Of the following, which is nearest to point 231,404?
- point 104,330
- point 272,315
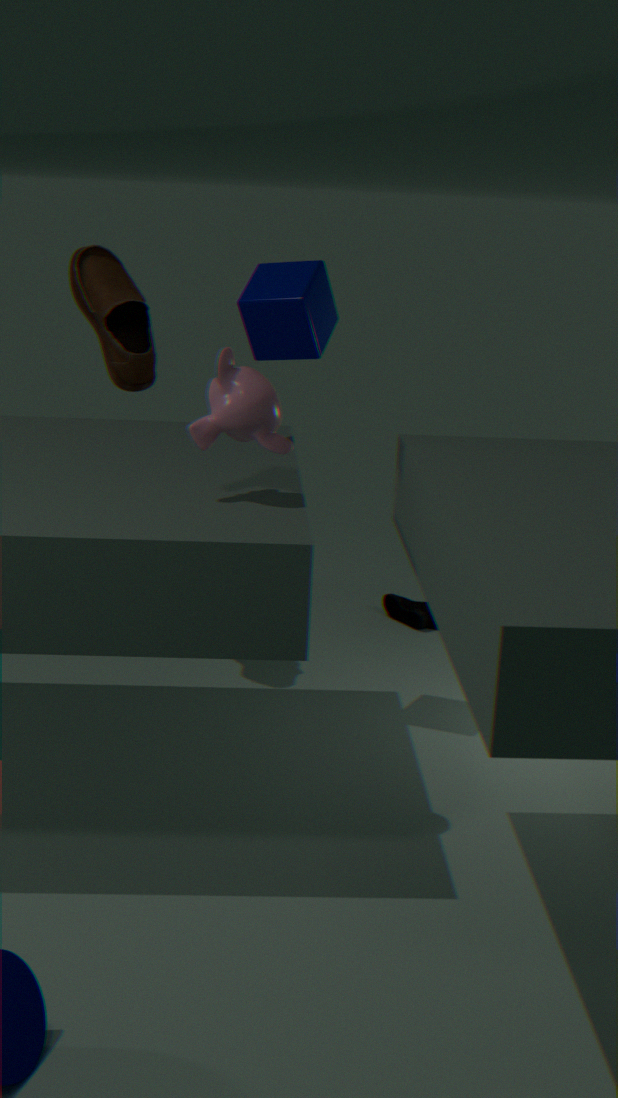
point 272,315
